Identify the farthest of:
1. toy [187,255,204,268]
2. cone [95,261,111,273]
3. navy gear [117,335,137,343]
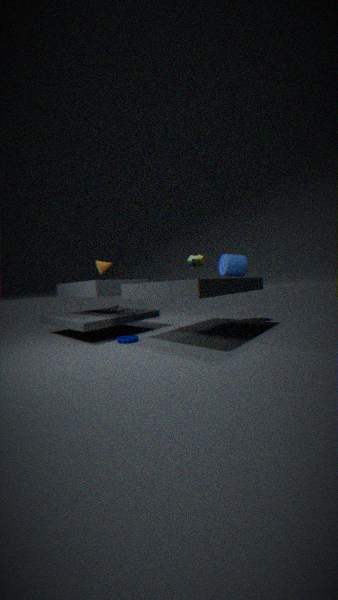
cone [95,261,111,273]
